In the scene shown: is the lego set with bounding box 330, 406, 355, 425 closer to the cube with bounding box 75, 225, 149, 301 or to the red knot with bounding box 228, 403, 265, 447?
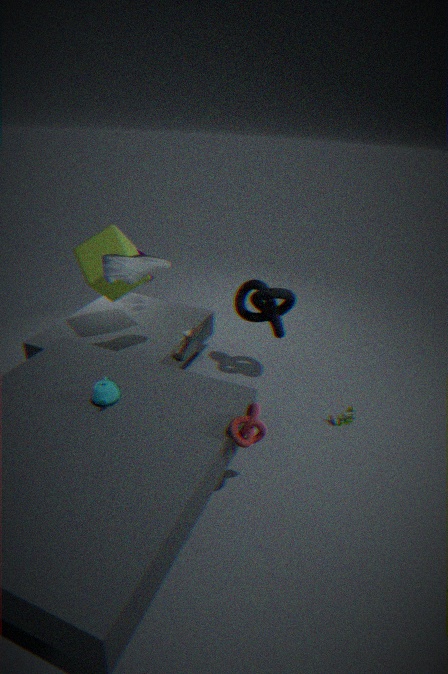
the red knot with bounding box 228, 403, 265, 447
